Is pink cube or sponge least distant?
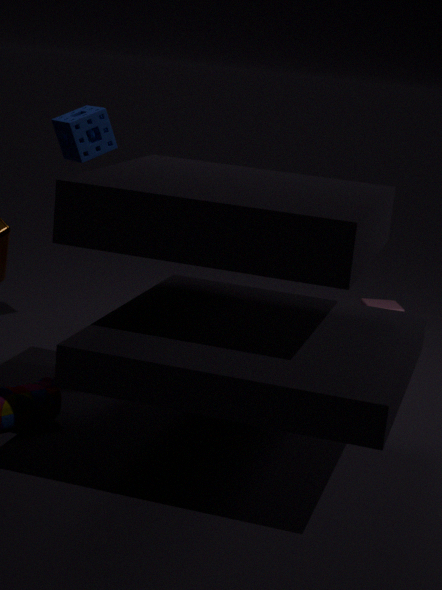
sponge
